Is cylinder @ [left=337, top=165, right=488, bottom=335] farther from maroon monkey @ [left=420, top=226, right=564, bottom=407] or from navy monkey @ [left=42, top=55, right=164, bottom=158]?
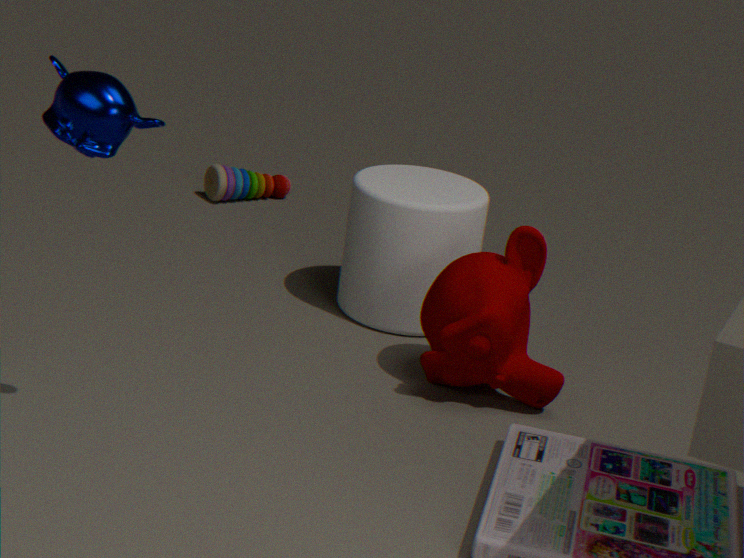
navy monkey @ [left=42, top=55, right=164, bottom=158]
